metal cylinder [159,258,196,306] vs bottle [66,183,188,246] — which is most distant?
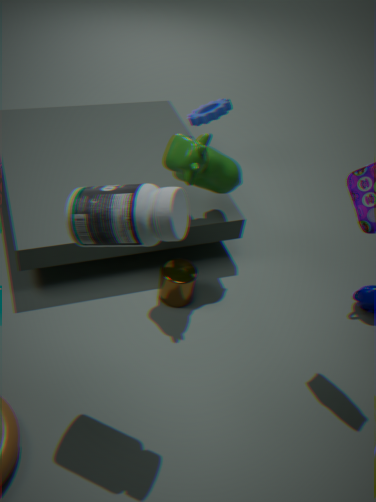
metal cylinder [159,258,196,306]
